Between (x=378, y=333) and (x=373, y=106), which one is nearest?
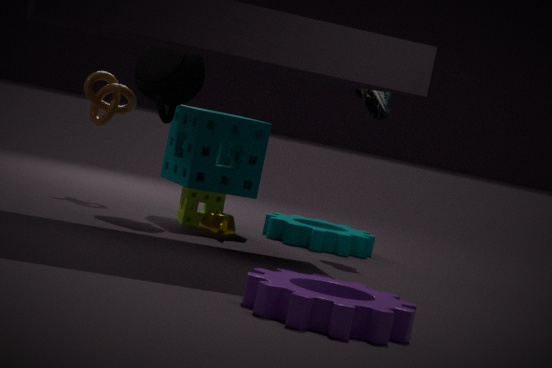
(x=378, y=333)
